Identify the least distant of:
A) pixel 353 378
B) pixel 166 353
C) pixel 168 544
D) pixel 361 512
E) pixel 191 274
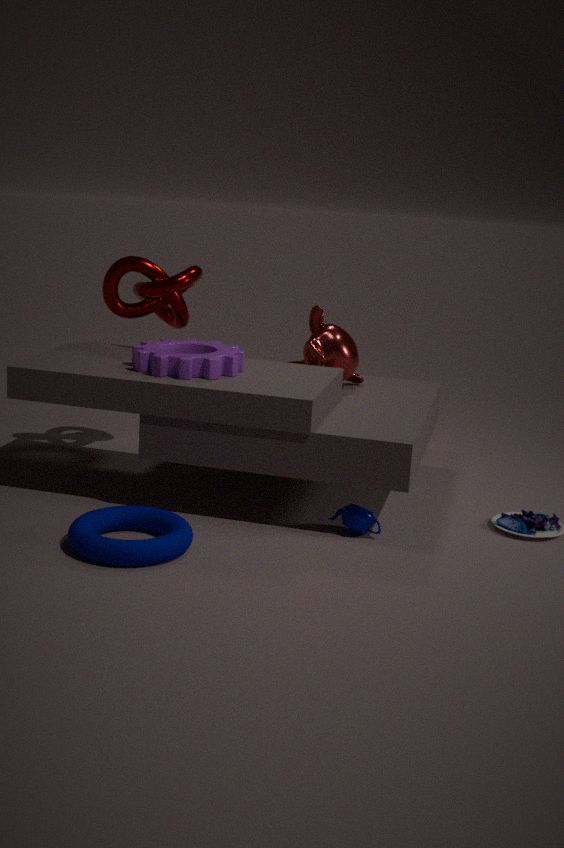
pixel 168 544
